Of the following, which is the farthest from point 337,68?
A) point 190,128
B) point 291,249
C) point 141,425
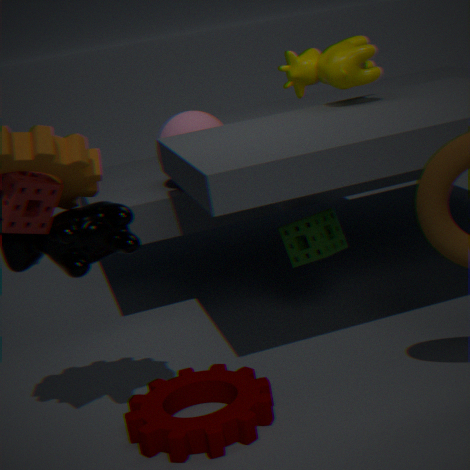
point 141,425
